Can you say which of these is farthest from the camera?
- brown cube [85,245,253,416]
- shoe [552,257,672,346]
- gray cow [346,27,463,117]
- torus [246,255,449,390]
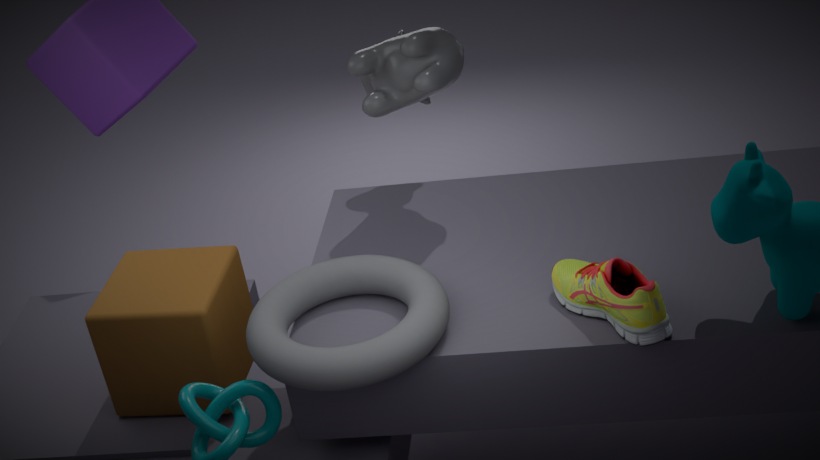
gray cow [346,27,463,117]
